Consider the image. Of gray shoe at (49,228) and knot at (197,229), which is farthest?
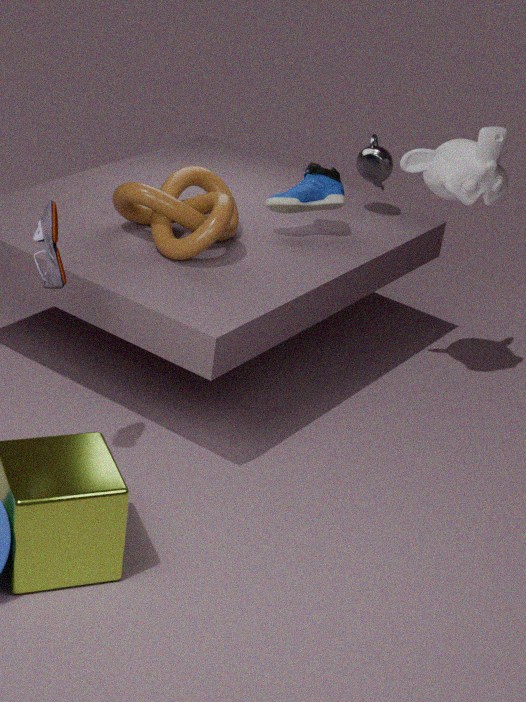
knot at (197,229)
